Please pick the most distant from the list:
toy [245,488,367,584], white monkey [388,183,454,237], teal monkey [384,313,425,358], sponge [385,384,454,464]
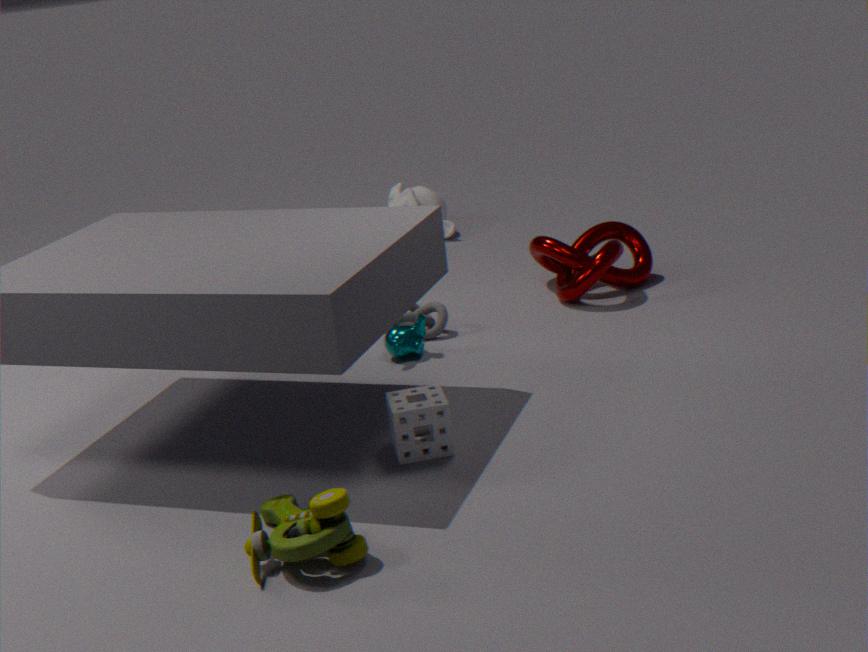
white monkey [388,183,454,237]
